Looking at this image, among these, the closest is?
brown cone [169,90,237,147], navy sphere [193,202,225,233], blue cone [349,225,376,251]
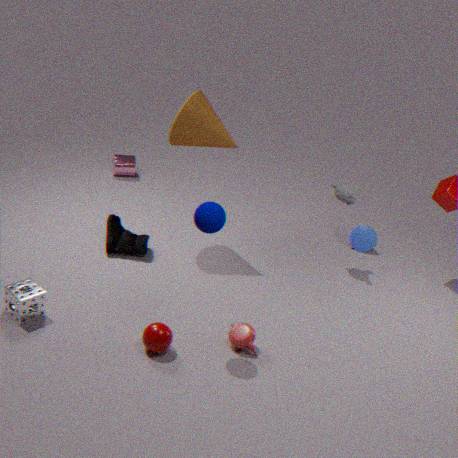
navy sphere [193,202,225,233]
